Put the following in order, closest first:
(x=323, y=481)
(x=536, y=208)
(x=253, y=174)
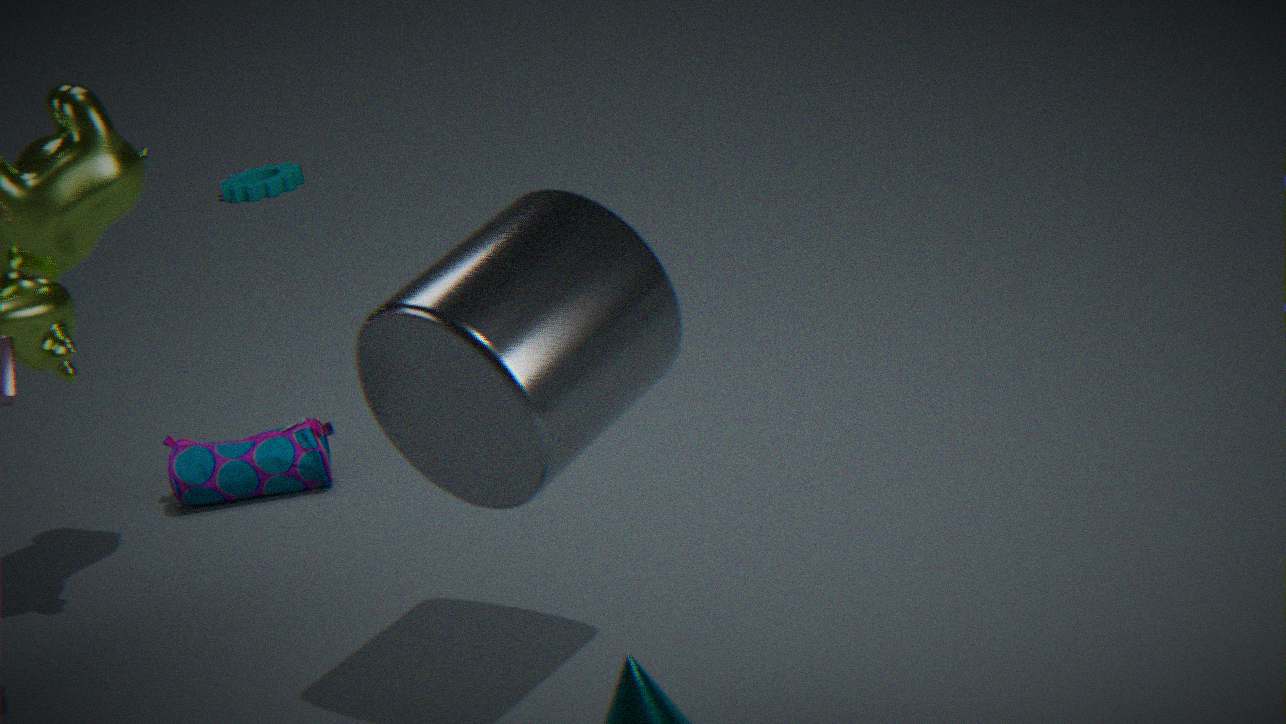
(x=536, y=208)
(x=323, y=481)
(x=253, y=174)
